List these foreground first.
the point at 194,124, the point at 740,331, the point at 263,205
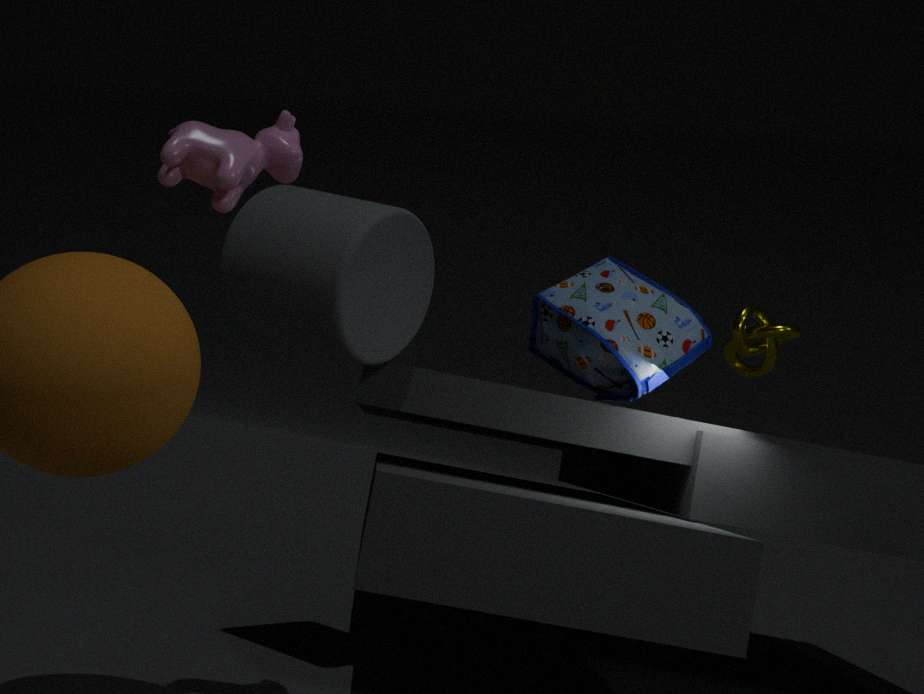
the point at 194,124
the point at 263,205
the point at 740,331
